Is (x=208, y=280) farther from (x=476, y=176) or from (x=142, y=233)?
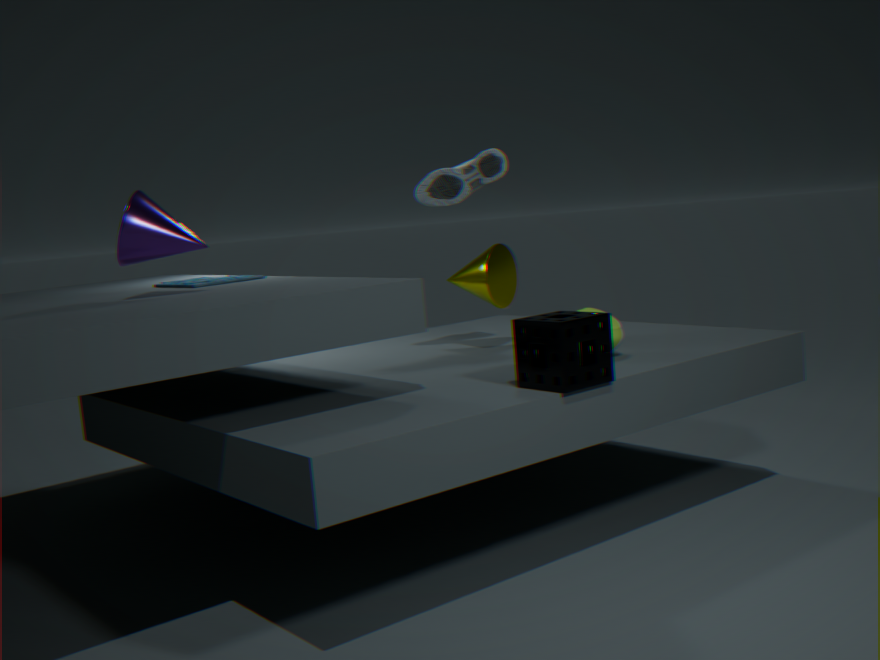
(x=476, y=176)
